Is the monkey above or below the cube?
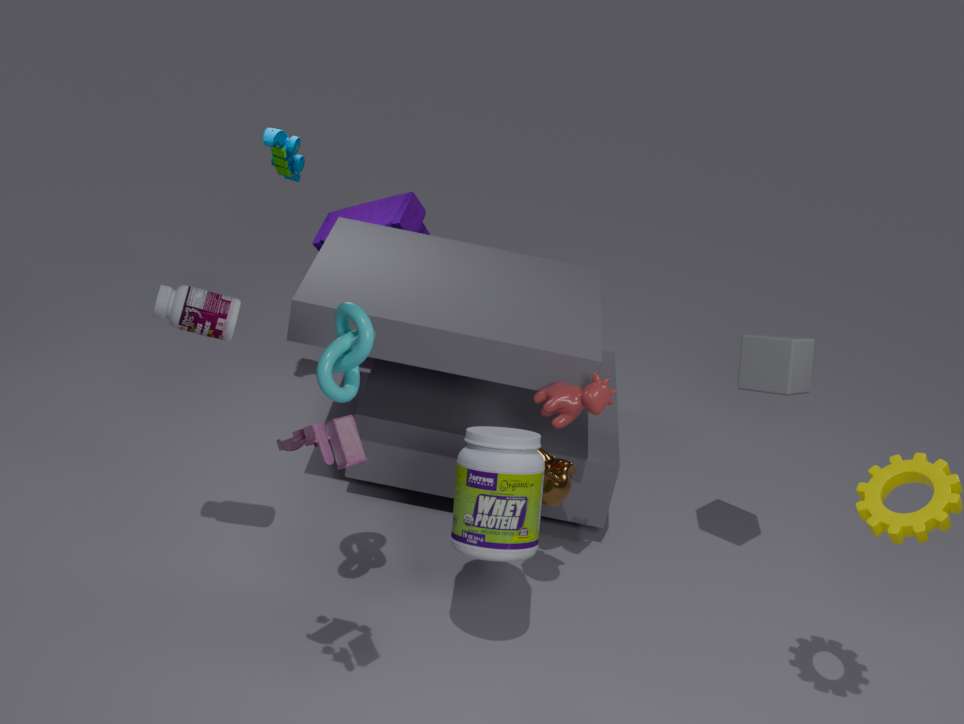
below
